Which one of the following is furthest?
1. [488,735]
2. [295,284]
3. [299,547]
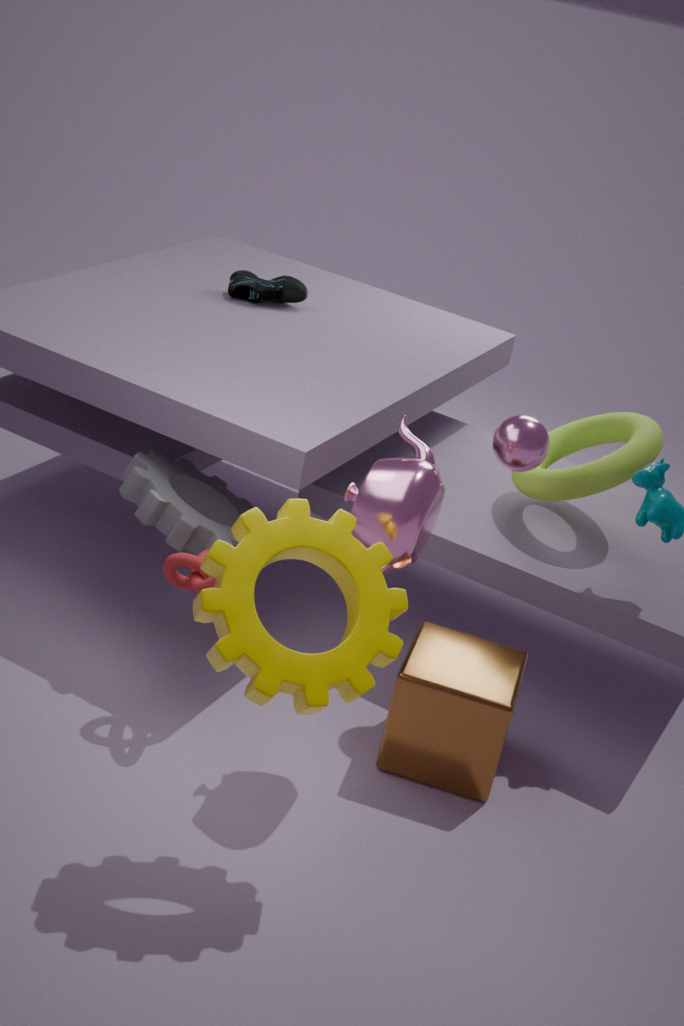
[295,284]
